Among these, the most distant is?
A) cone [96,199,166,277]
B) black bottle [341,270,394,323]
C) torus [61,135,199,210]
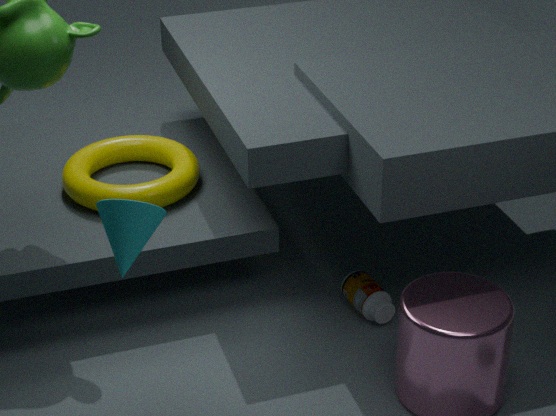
C. torus [61,135,199,210]
